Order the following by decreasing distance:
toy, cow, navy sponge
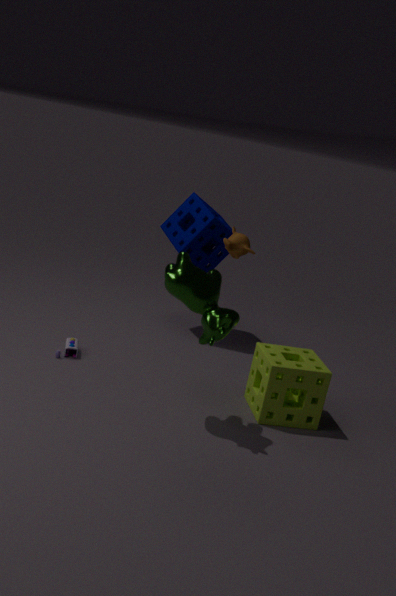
navy sponge → toy → cow
